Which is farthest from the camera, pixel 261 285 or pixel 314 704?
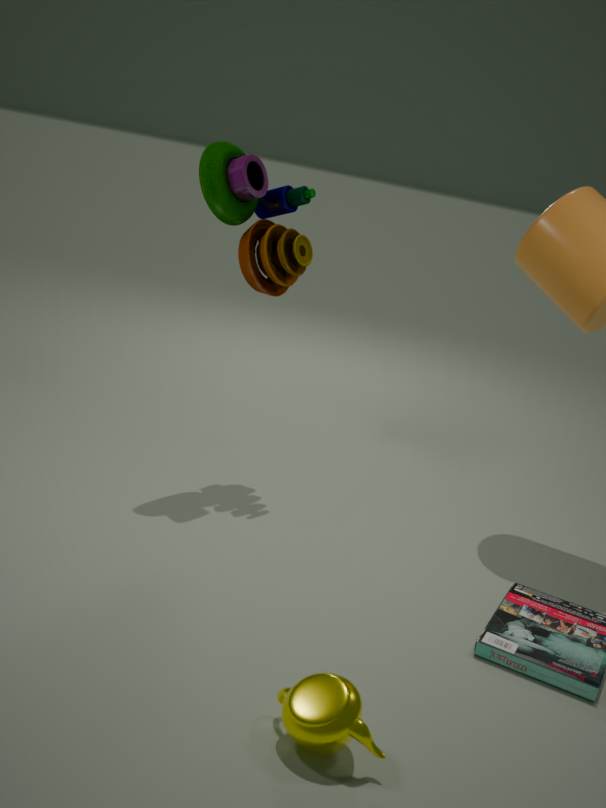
pixel 261 285
